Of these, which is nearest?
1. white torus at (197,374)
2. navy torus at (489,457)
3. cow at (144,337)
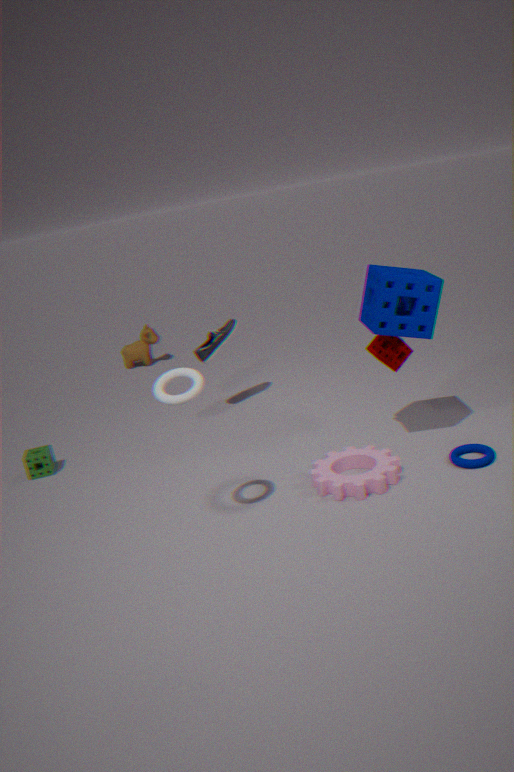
white torus at (197,374)
